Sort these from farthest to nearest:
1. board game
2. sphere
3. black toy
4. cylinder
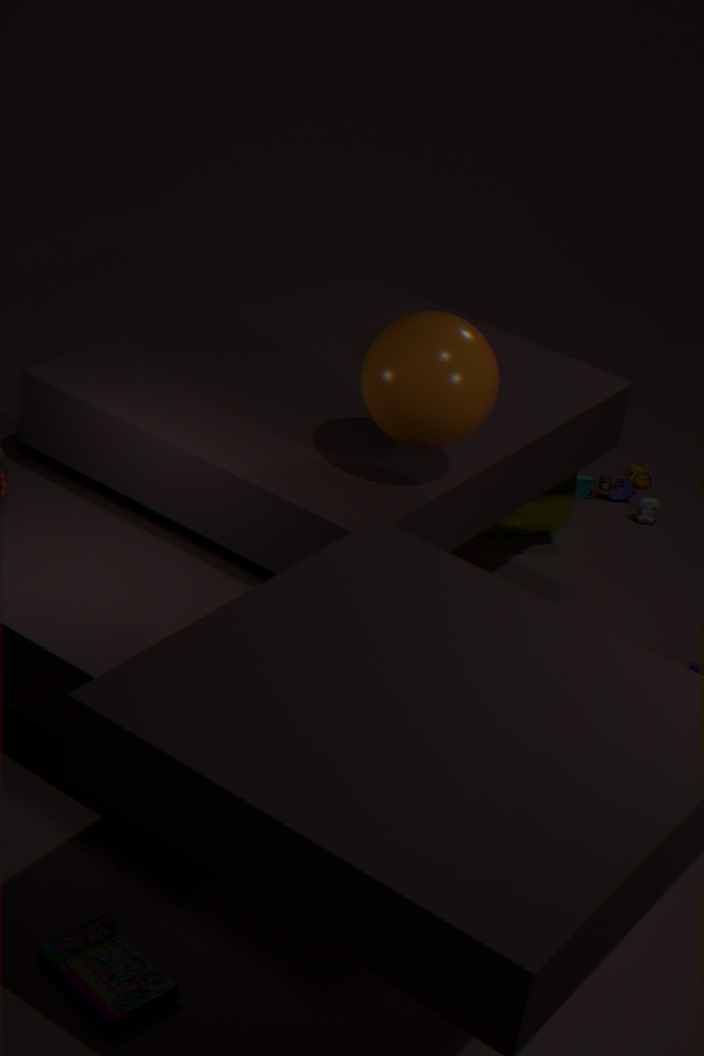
black toy, cylinder, sphere, board game
